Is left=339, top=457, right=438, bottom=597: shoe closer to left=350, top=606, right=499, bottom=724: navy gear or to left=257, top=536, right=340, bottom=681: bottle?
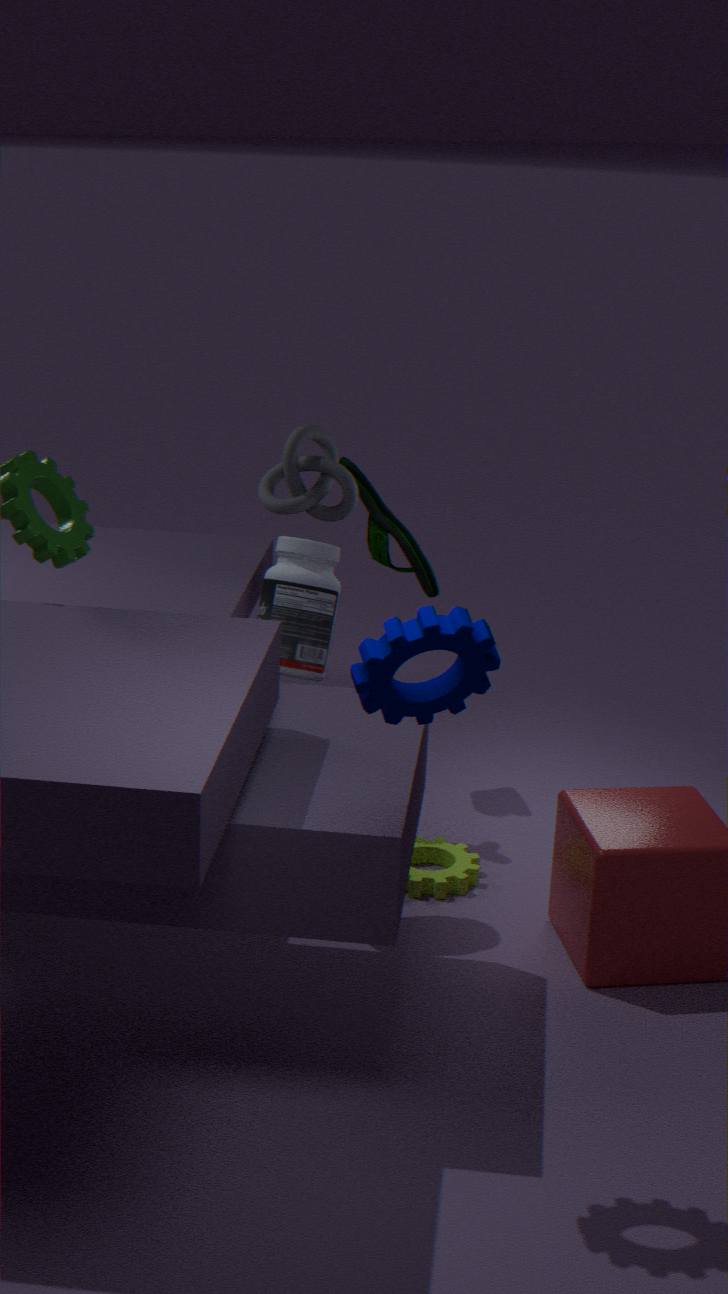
left=257, top=536, right=340, bottom=681: bottle
